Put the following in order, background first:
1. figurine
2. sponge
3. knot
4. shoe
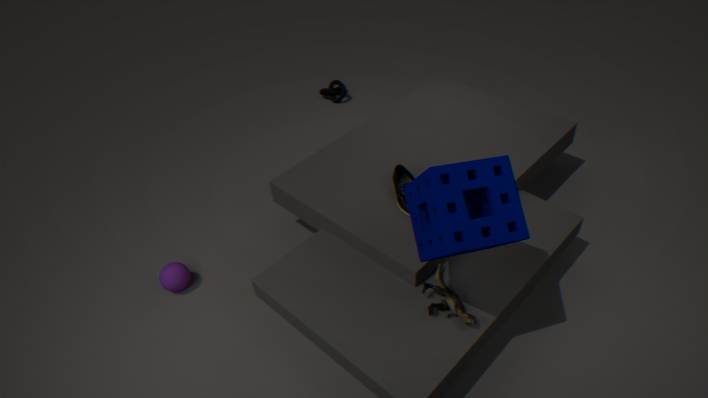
knot → shoe → figurine → sponge
